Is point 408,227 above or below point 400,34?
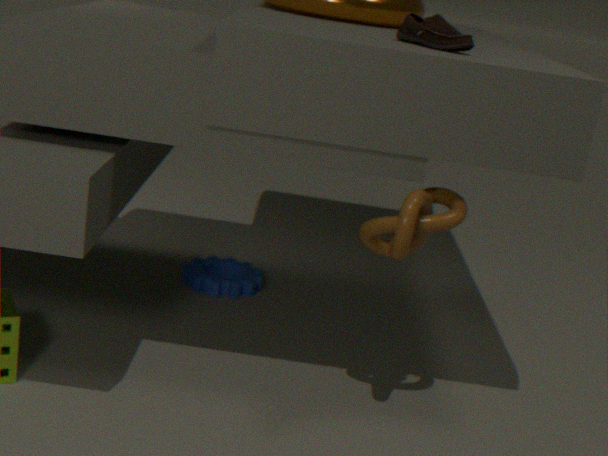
below
